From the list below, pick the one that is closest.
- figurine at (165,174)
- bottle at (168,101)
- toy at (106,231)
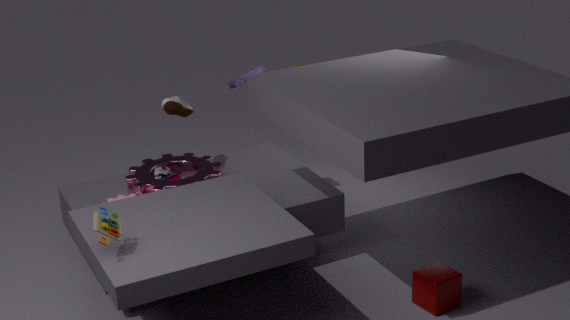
toy at (106,231)
